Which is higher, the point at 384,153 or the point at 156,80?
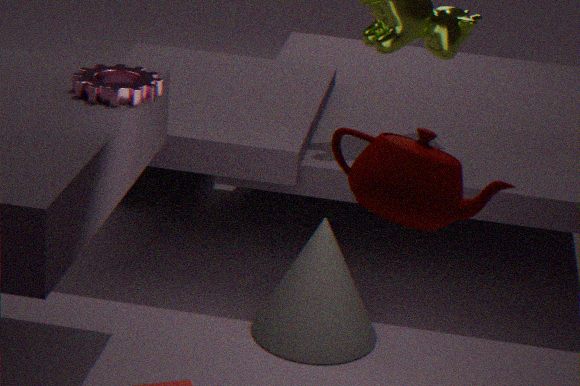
the point at 156,80
